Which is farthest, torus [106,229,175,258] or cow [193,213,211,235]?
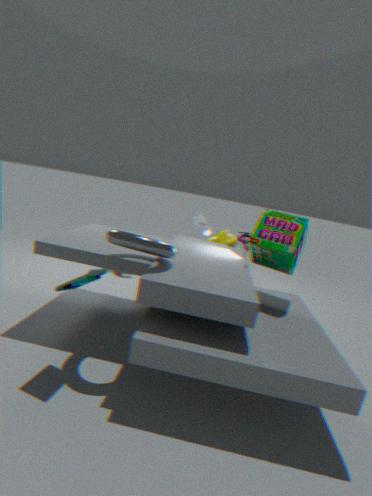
cow [193,213,211,235]
